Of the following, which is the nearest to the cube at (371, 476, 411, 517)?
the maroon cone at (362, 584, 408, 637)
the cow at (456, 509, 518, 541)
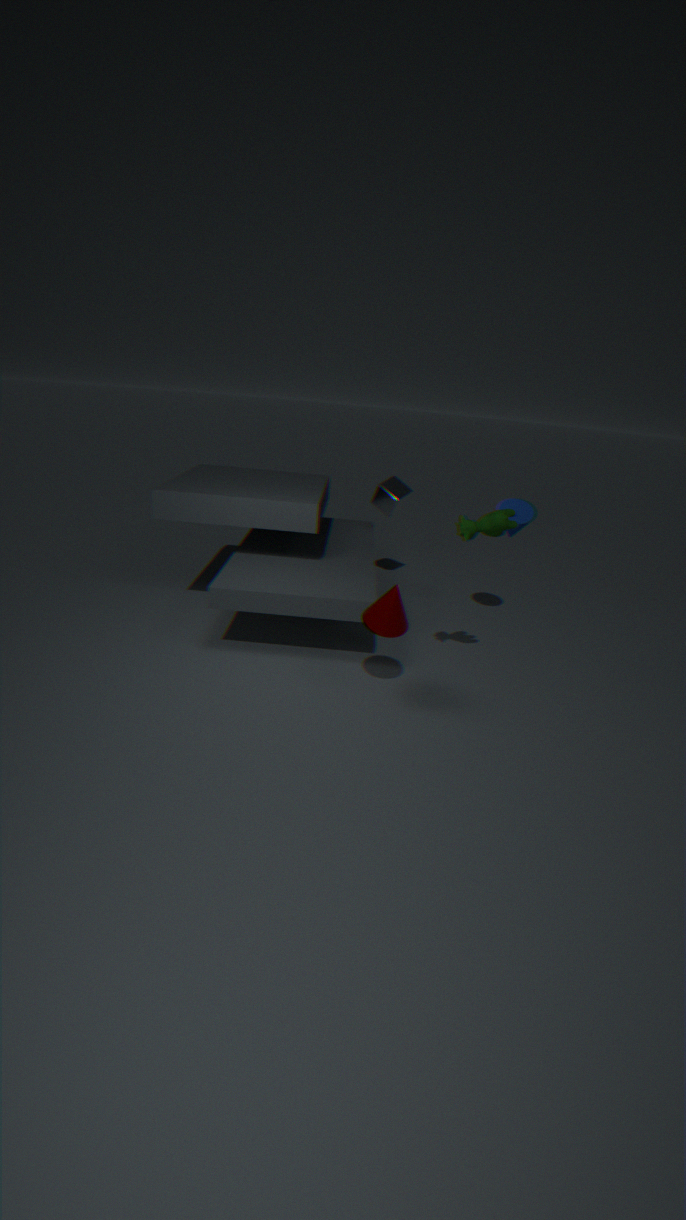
the cow at (456, 509, 518, 541)
